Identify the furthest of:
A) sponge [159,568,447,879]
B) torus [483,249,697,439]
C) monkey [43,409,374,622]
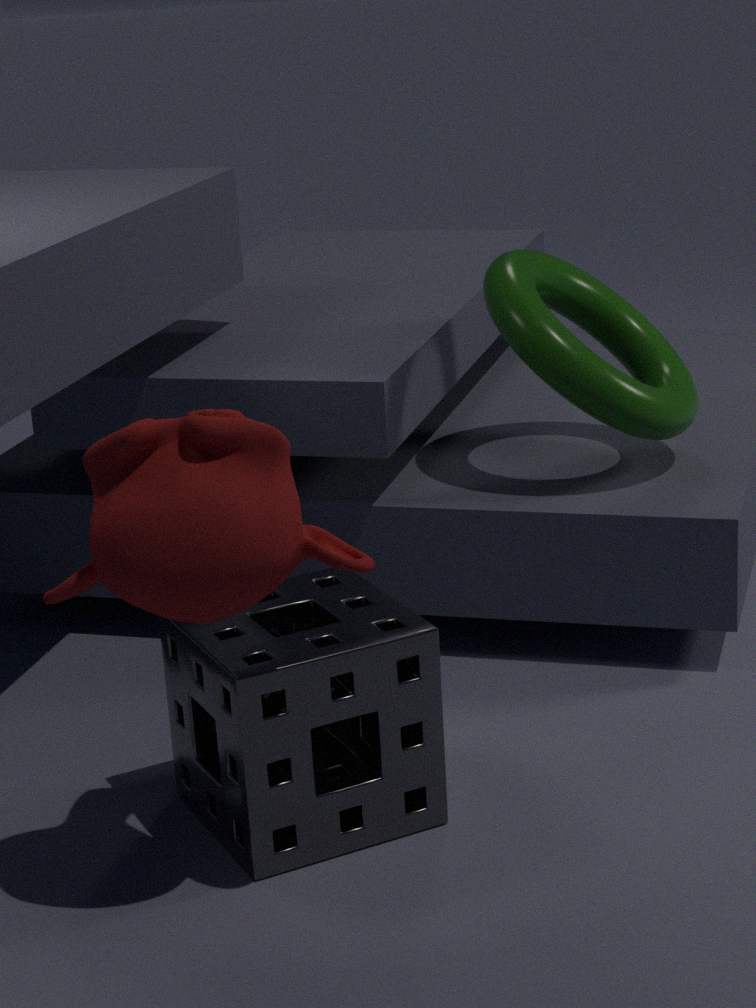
torus [483,249,697,439]
